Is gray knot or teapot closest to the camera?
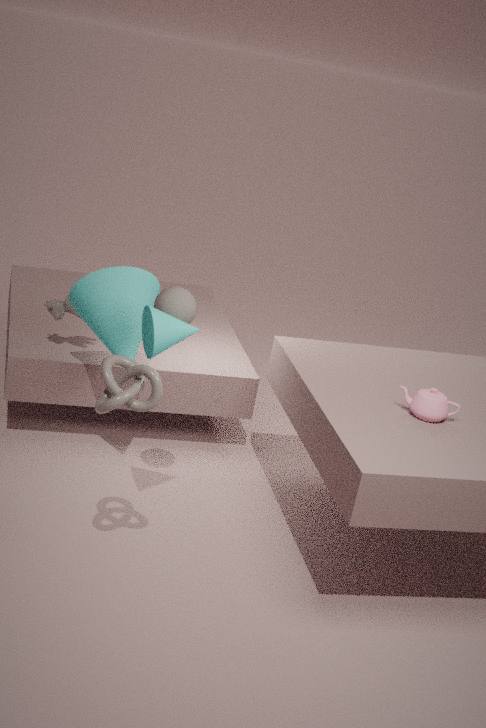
gray knot
